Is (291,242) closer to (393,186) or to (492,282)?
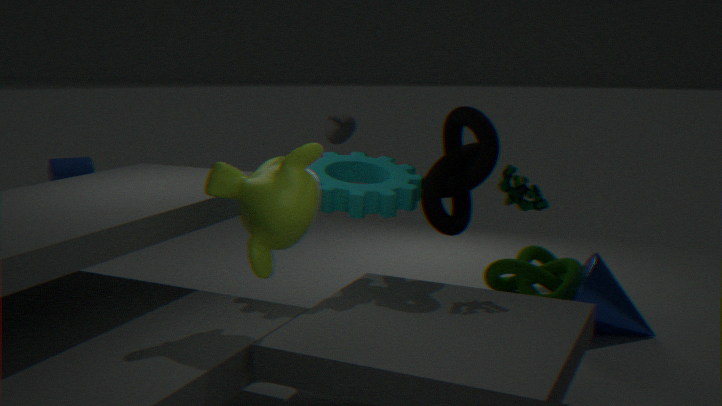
(393,186)
